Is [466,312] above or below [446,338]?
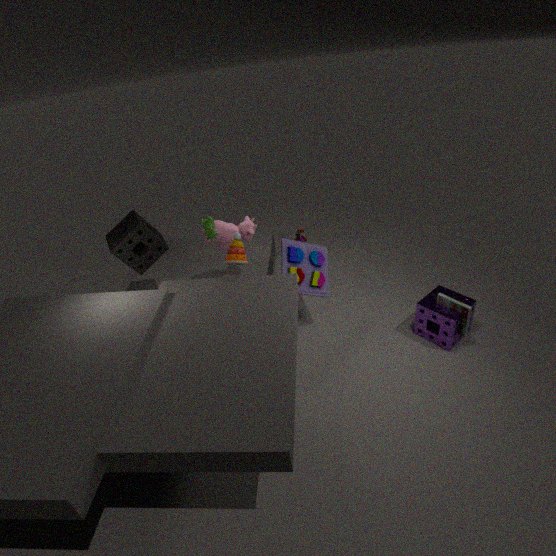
above
